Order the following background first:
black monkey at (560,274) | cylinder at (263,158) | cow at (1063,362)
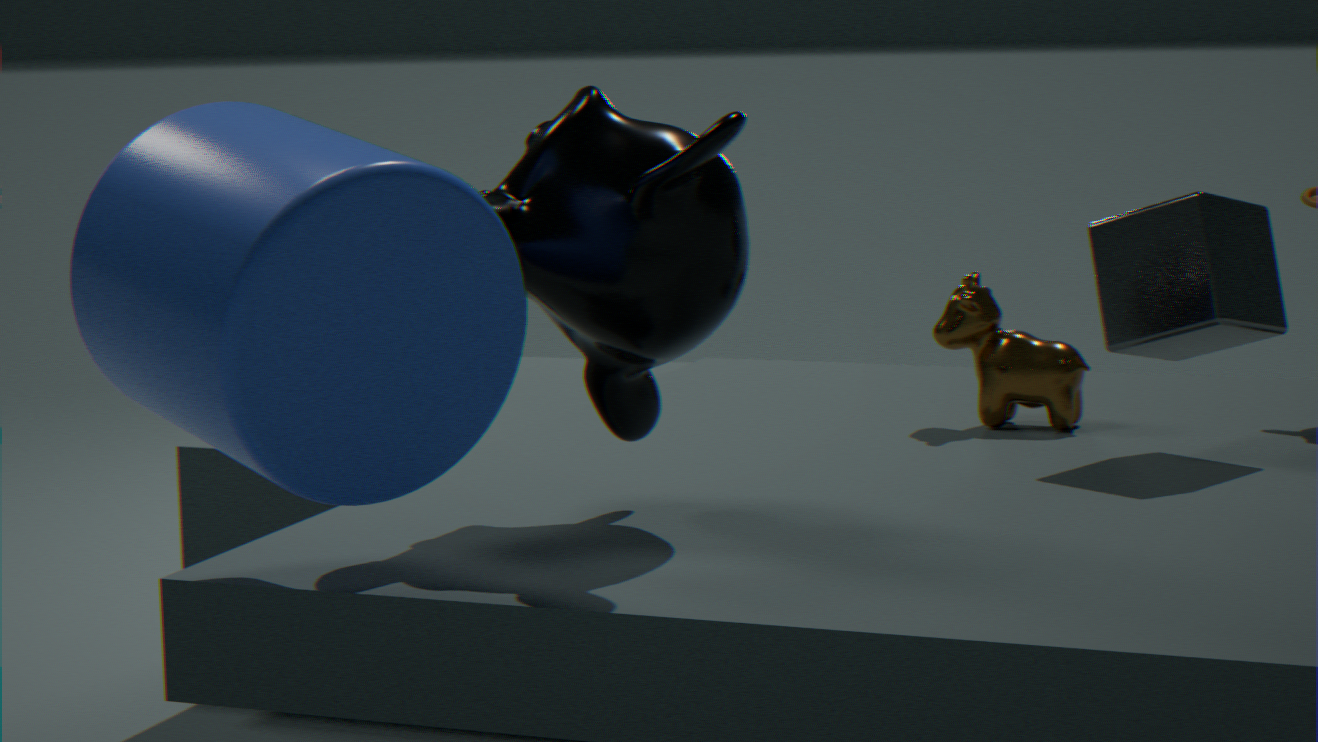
cow at (1063,362) < black monkey at (560,274) < cylinder at (263,158)
